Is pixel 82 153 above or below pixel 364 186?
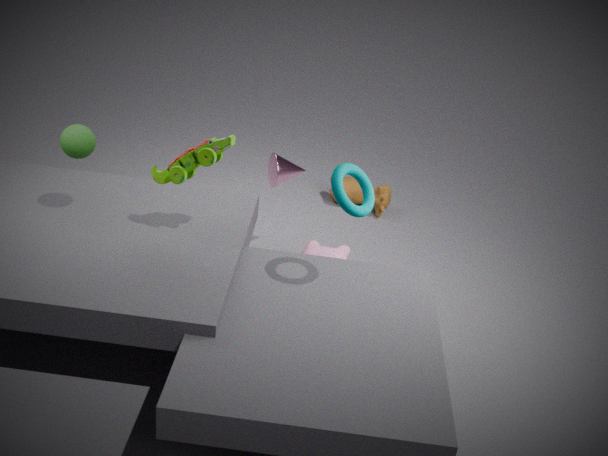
below
